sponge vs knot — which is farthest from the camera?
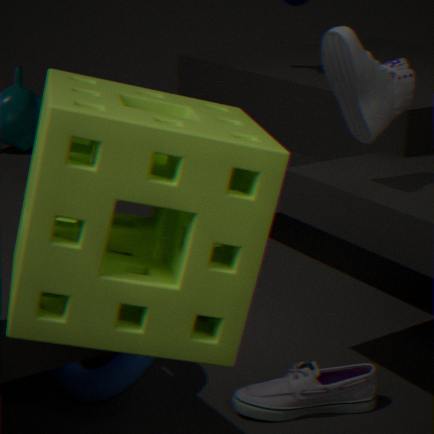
knot
